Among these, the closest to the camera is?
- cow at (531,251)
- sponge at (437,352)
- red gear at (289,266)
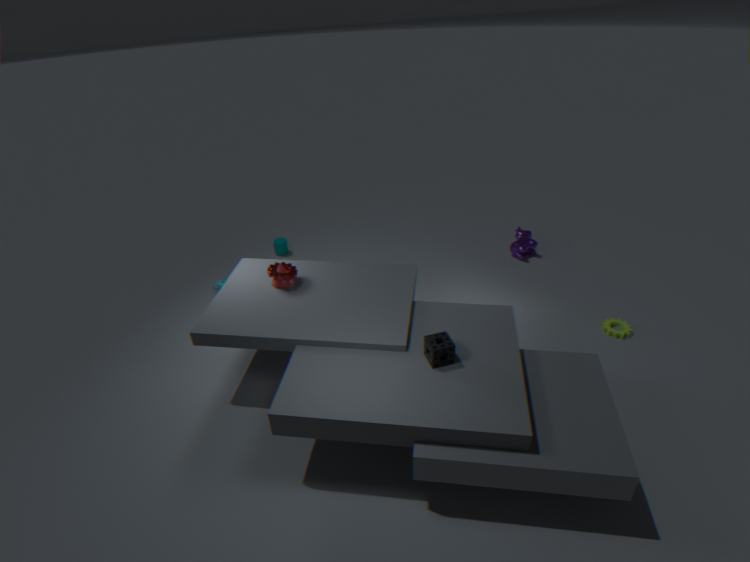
sponge at (437,352)
